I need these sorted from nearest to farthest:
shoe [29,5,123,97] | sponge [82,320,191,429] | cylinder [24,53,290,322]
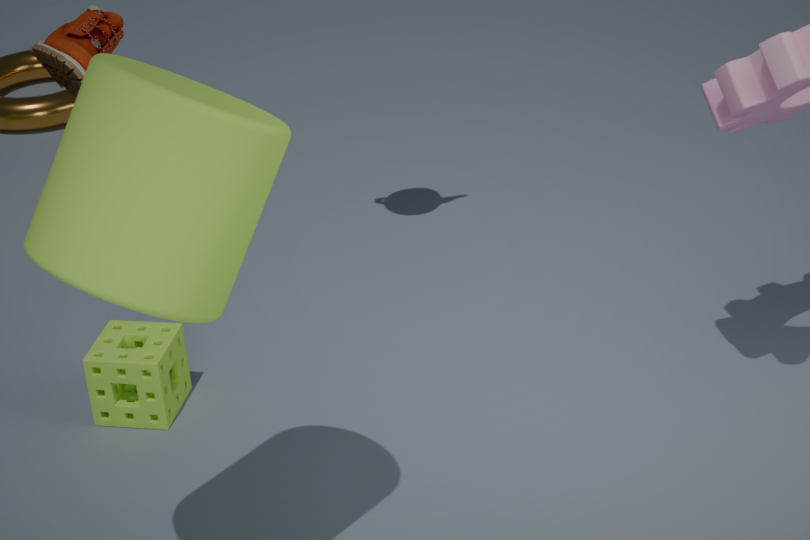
cylinder [24,53,290,322] < shoe [29,5,123,97] < sponge [82,320,191,429]
